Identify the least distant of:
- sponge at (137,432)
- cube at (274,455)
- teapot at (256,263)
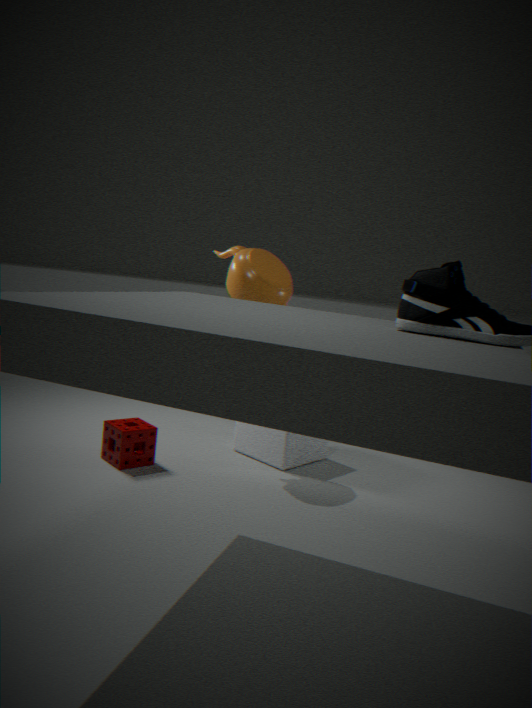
sponge at (137,432)
